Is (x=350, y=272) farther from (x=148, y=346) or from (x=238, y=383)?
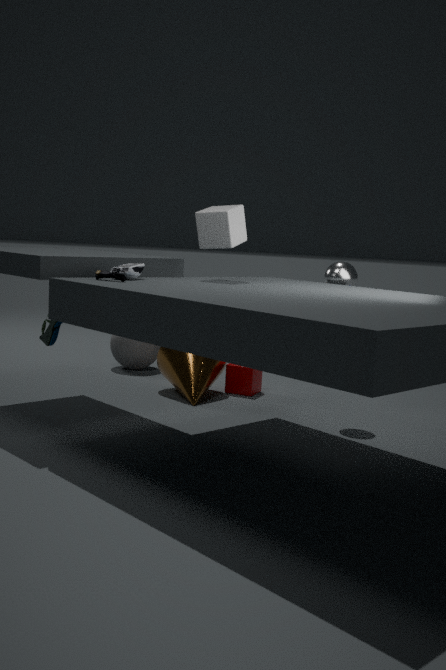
(x=148, y=346)
